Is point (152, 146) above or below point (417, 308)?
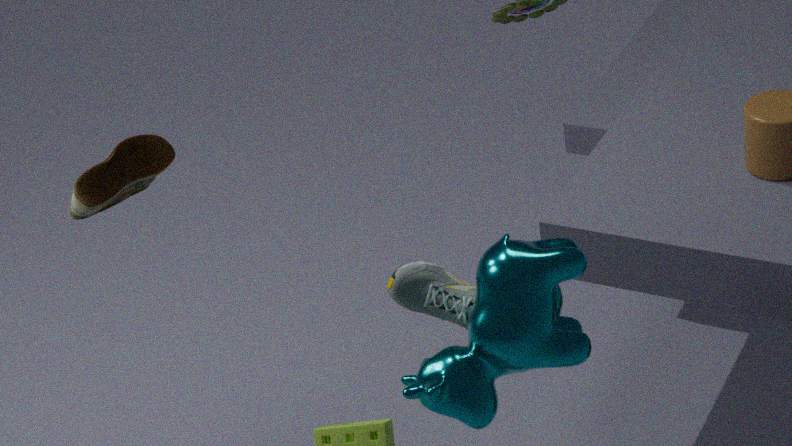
above
